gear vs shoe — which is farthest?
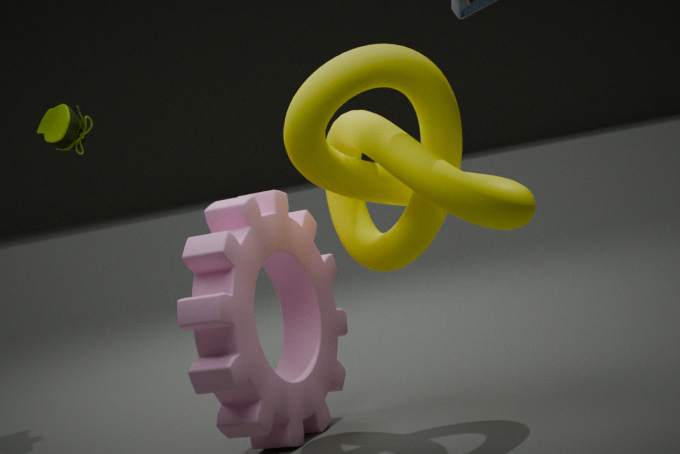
shoe
